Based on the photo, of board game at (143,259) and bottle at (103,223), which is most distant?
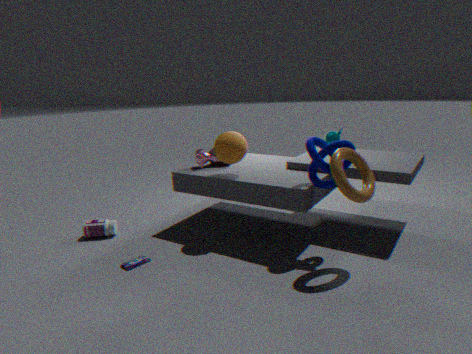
bottle at (103,223)
